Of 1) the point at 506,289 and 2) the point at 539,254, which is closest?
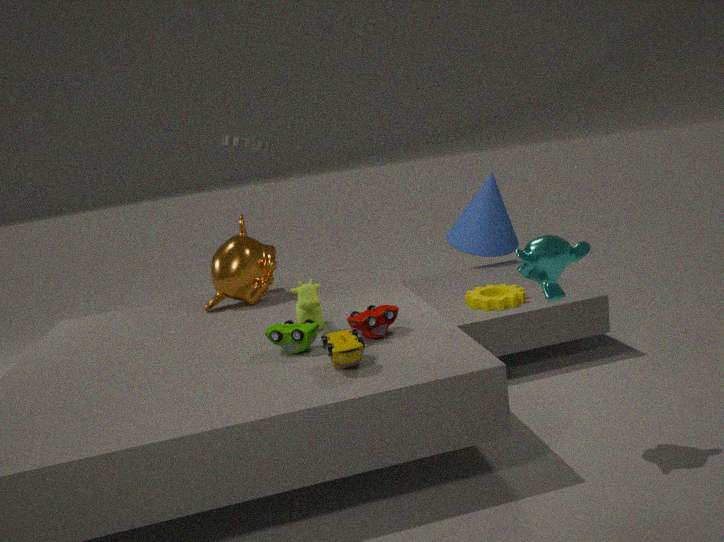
2. the point at 539,254
